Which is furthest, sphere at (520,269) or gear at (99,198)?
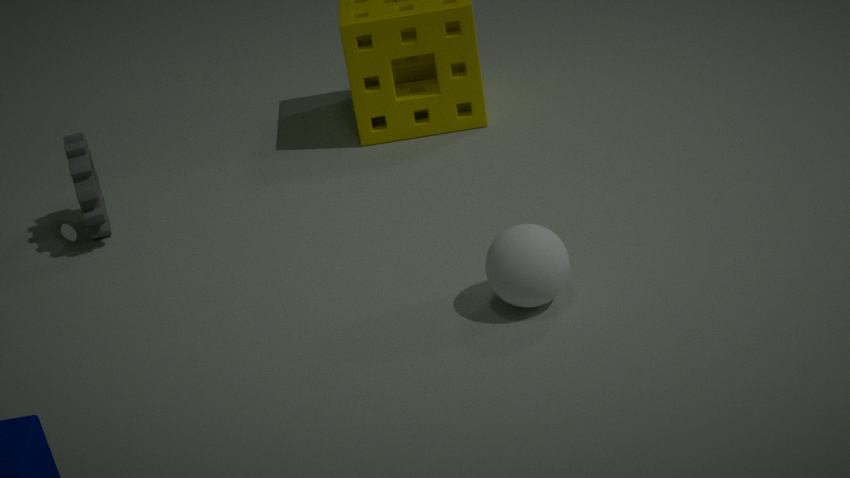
gear at (99,198)
